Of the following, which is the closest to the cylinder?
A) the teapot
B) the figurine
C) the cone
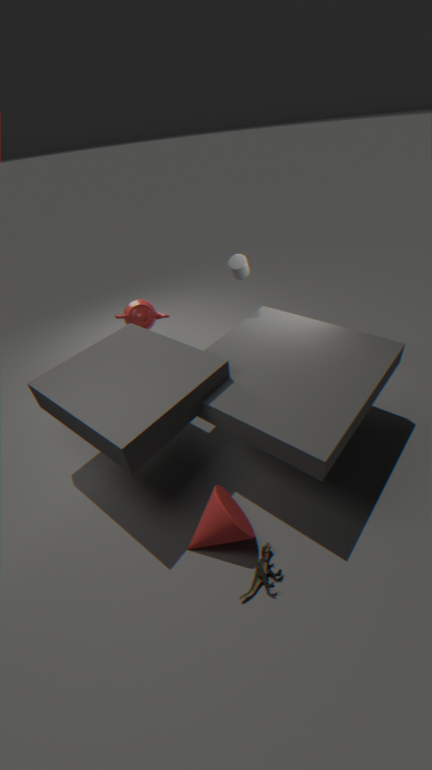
the teapot
